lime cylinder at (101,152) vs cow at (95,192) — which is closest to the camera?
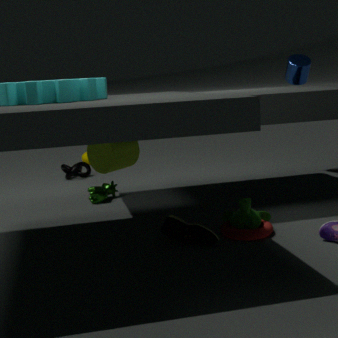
lime cylinder at (101,152)
